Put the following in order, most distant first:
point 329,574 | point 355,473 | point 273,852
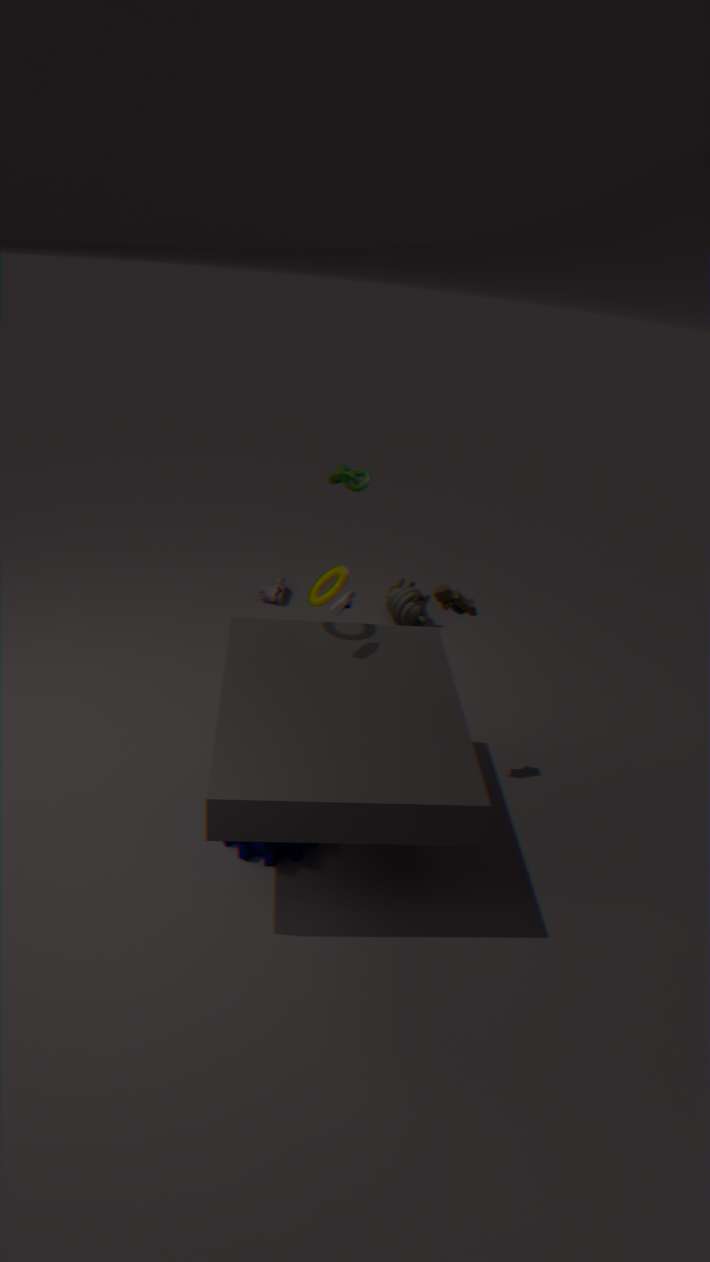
point 355,473
point 329,574
point 273,852
